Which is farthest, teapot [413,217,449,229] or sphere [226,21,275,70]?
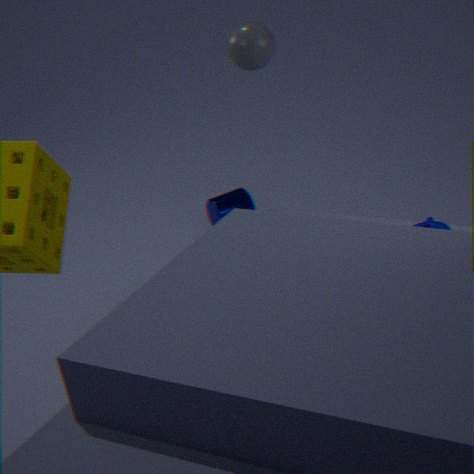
sphere [226,21,275,70]
